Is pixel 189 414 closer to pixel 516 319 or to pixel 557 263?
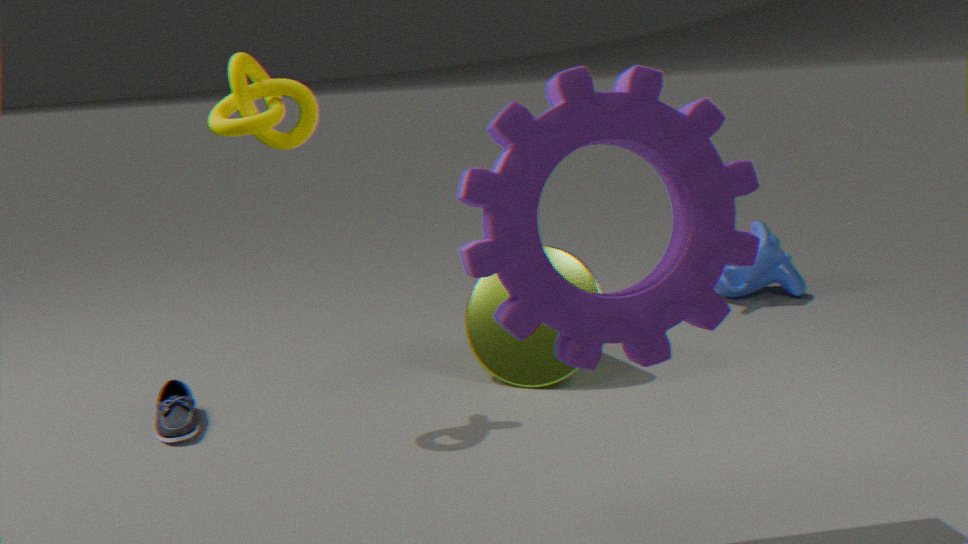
pixel 557 263
